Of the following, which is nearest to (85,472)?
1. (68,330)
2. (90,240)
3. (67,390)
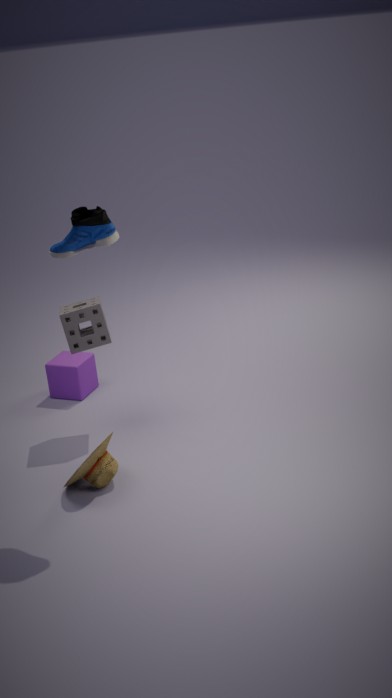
(68,330)
